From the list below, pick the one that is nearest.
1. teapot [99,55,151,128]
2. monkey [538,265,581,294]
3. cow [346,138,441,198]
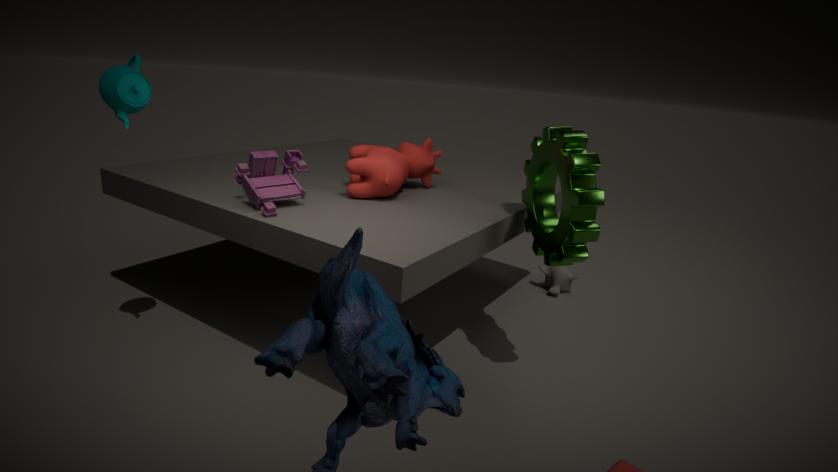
teapot [99,55,151,128]
